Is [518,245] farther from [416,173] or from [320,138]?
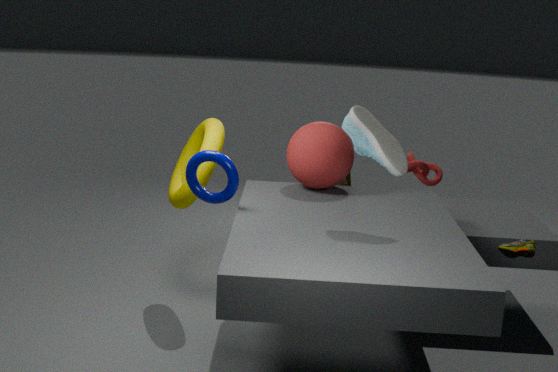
[320,138]
